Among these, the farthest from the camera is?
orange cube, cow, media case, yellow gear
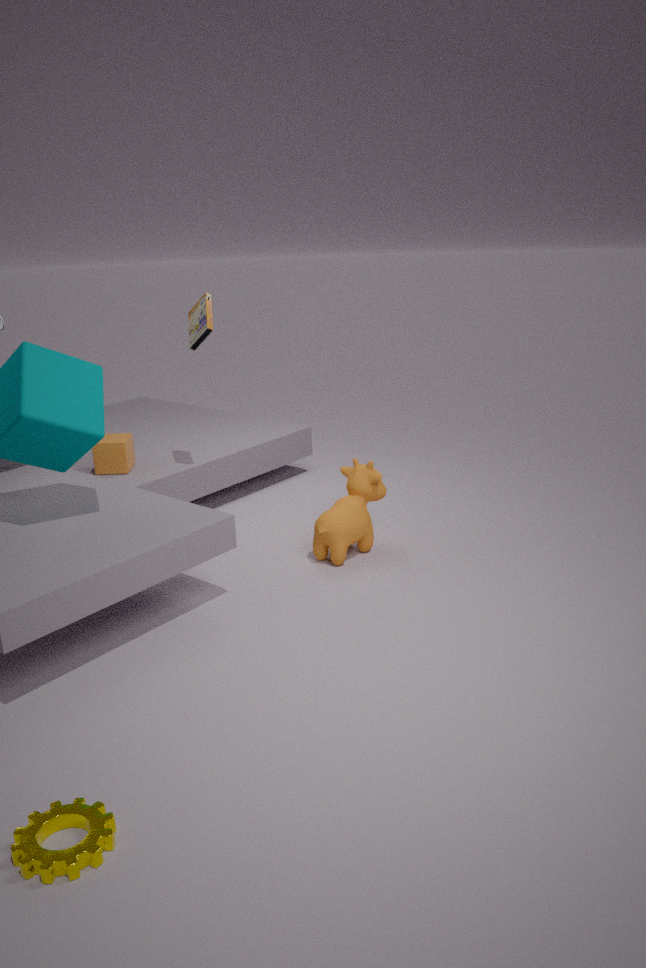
orange cube
